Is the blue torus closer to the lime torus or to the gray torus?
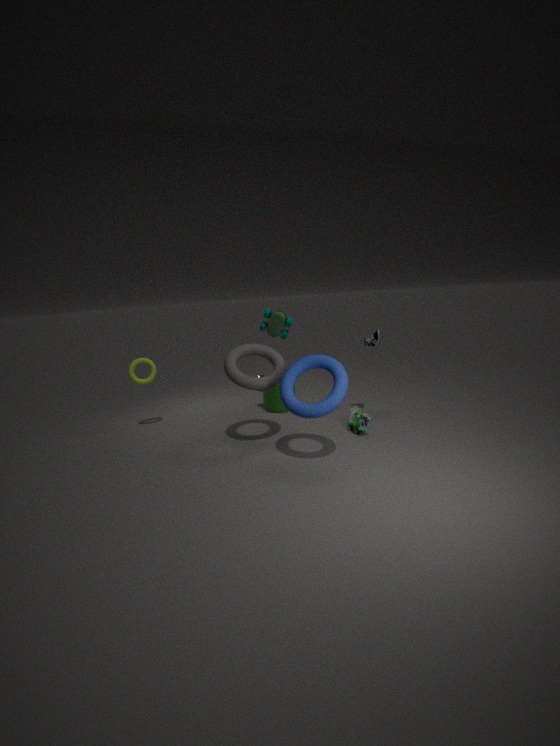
the gray torus
